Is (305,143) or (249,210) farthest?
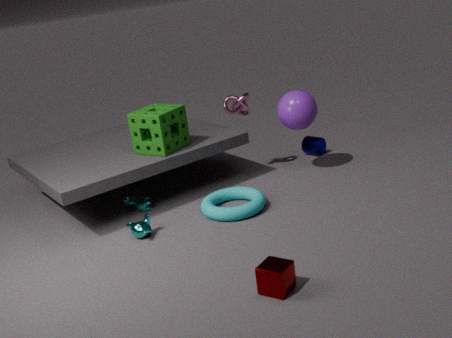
(305,143)
